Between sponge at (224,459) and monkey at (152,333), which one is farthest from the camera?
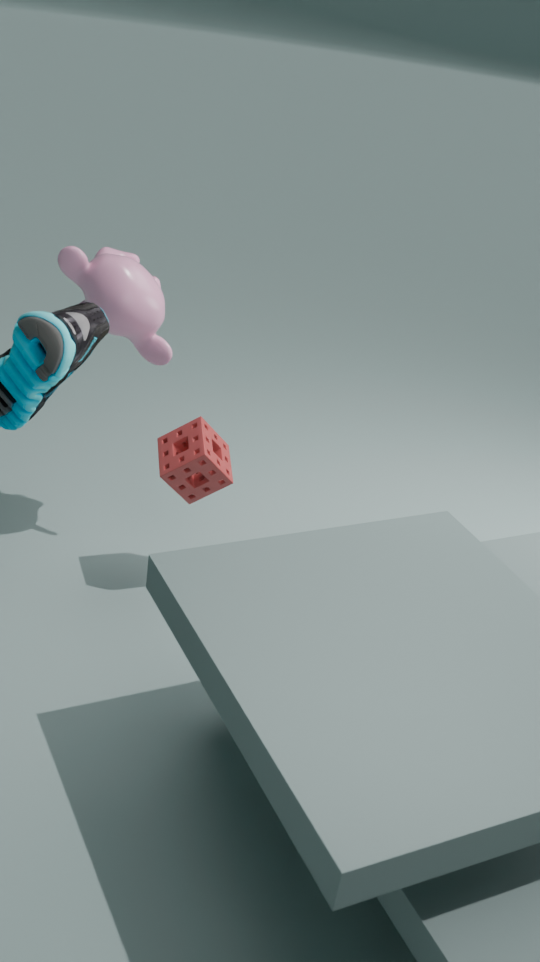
sponge at (224,459)
